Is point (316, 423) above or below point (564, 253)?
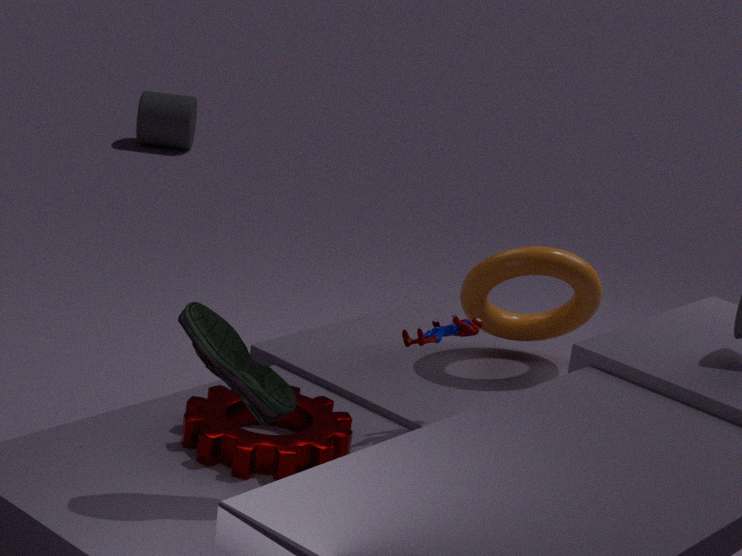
below
